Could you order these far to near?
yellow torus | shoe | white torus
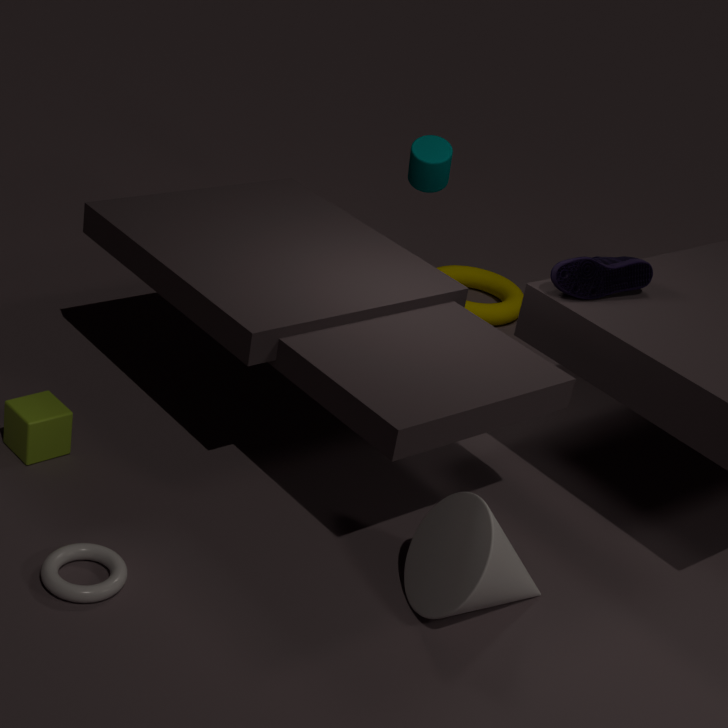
1. yellow torus
2. shoe
3. white torus
